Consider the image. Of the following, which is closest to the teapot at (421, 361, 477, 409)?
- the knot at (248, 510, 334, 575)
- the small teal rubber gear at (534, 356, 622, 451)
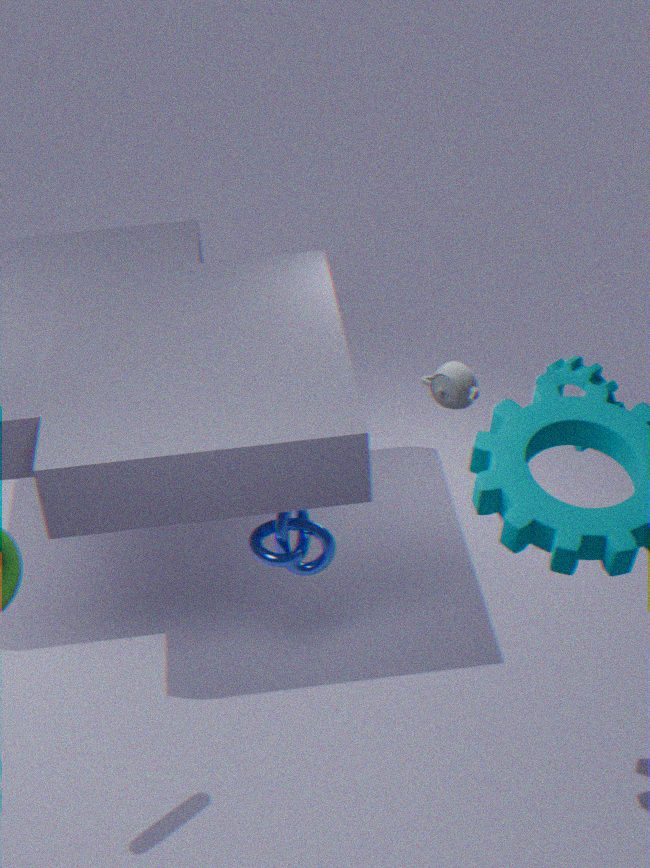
the small teal rubber gear at (534, 356, 622, 451)
